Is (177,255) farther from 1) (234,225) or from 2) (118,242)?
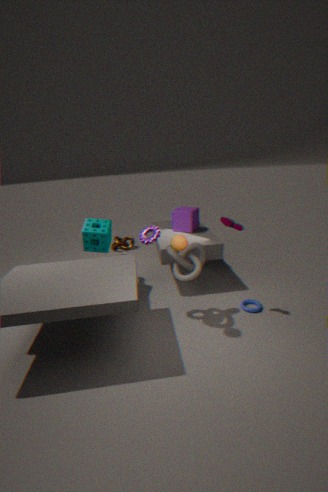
2) (118,242)
